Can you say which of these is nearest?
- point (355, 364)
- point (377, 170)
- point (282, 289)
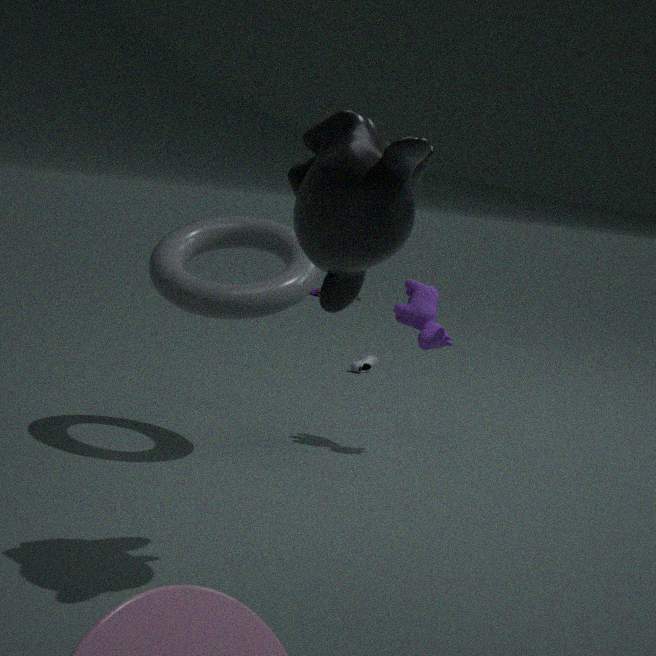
point (377, 170)
